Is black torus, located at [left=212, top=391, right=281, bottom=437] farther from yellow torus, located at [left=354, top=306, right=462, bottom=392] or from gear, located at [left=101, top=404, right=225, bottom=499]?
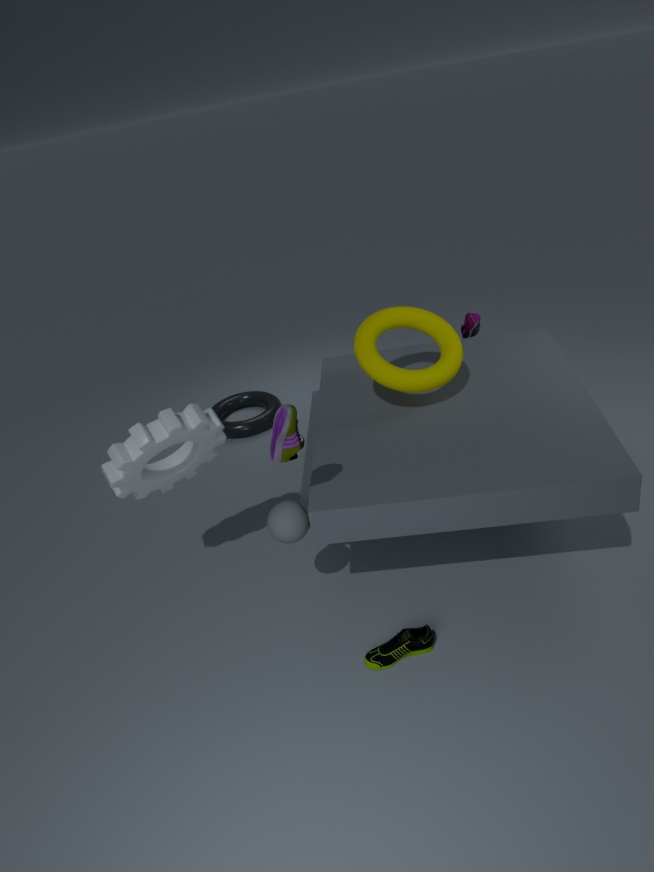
yellow torus, located at [left=354, top=306, right=462, bottom=392]
